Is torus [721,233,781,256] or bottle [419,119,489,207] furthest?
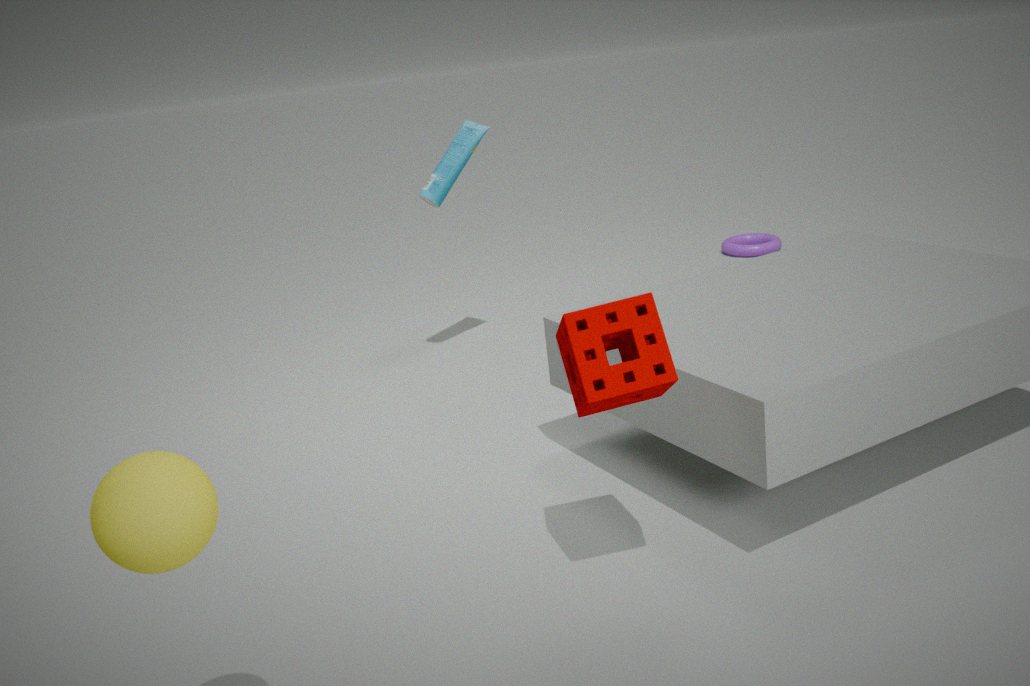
torus [721,233,781,256]
